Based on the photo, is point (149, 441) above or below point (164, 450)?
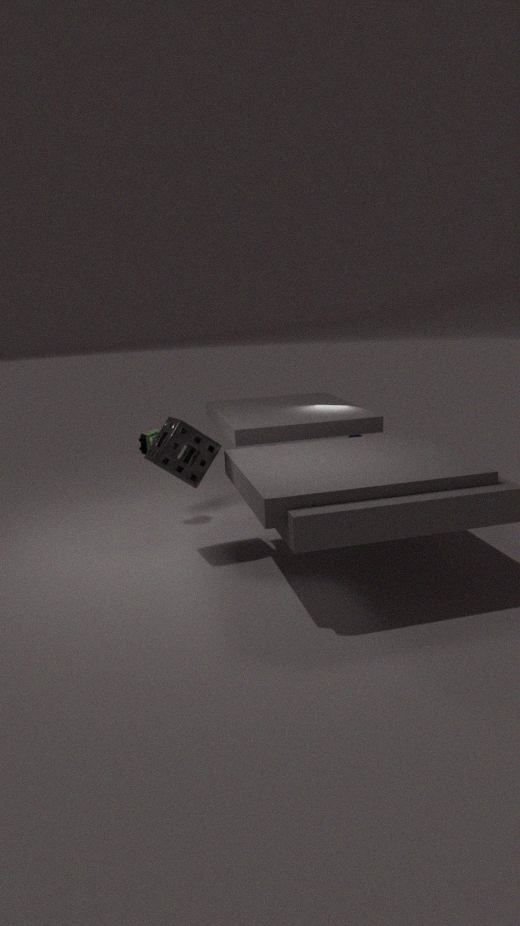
below
